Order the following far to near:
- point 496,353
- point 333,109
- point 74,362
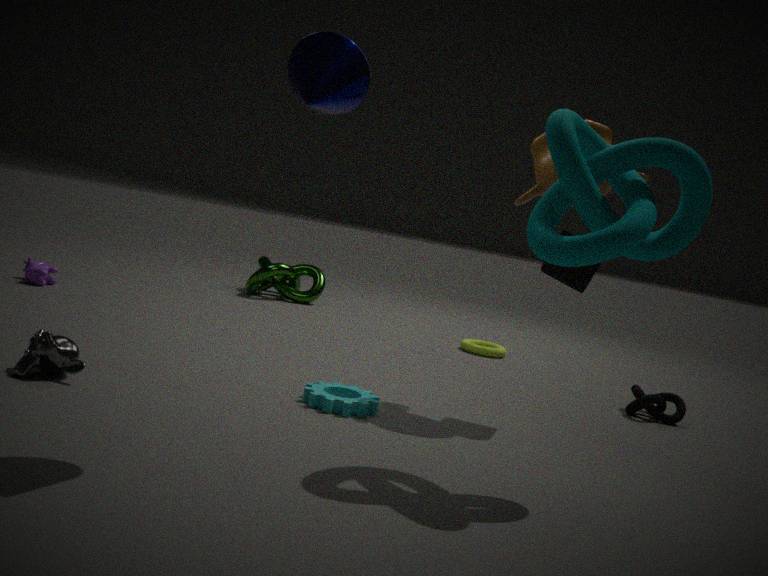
point 496,353, point 74,362, point 333,109
